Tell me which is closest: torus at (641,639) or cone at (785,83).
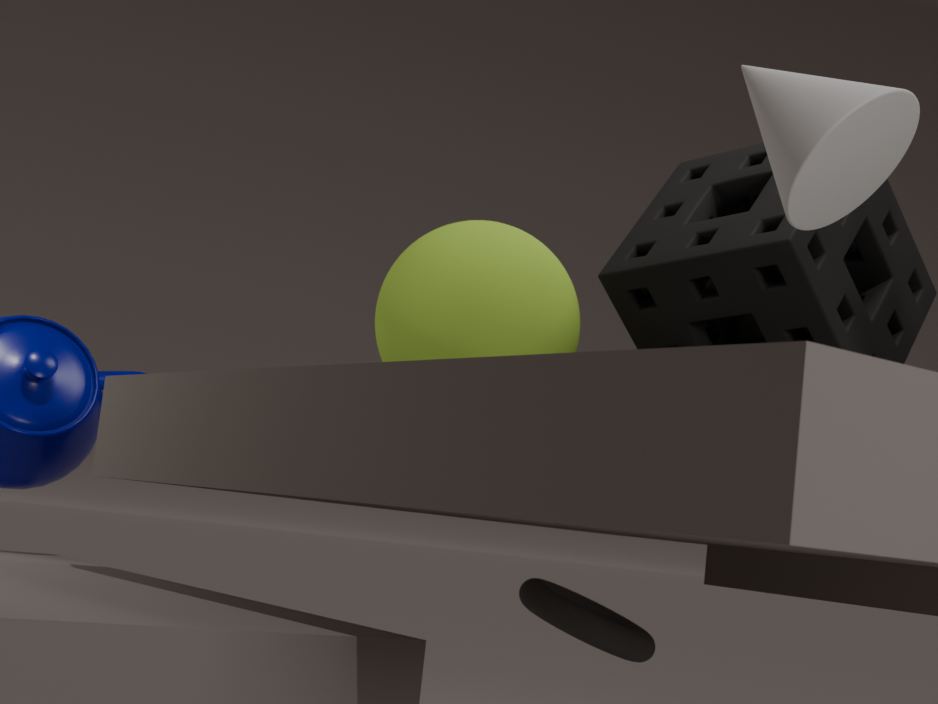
cone at (785,83)
